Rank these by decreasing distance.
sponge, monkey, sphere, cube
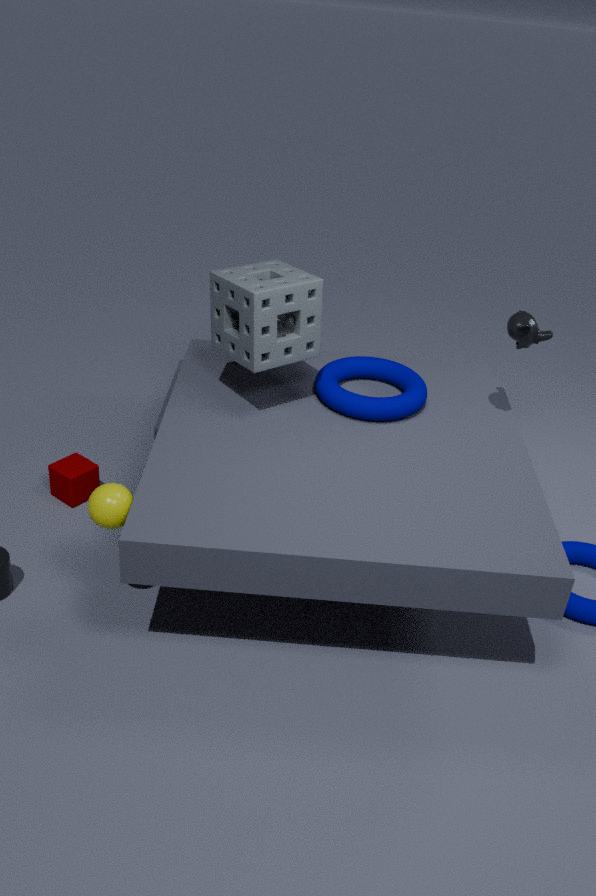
cube
monkey
sponge
sphere
